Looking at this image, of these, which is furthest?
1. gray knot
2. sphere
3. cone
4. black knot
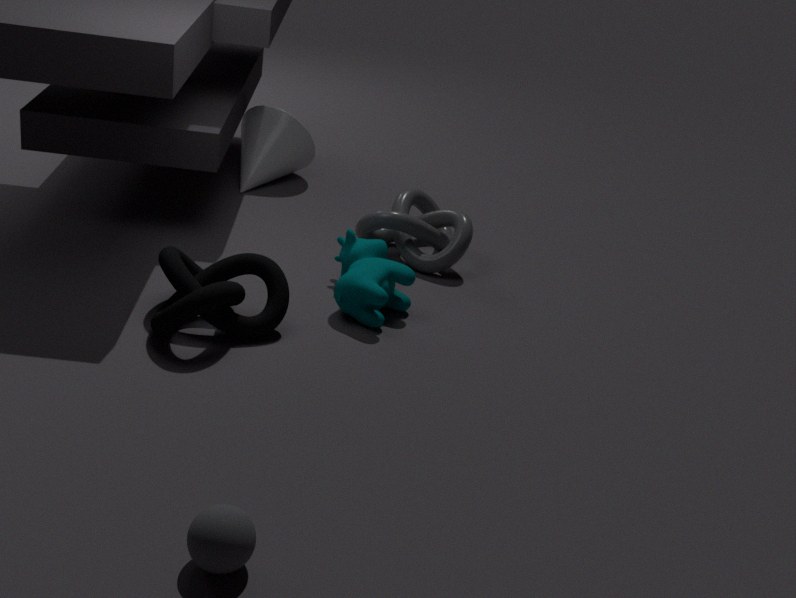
cone
